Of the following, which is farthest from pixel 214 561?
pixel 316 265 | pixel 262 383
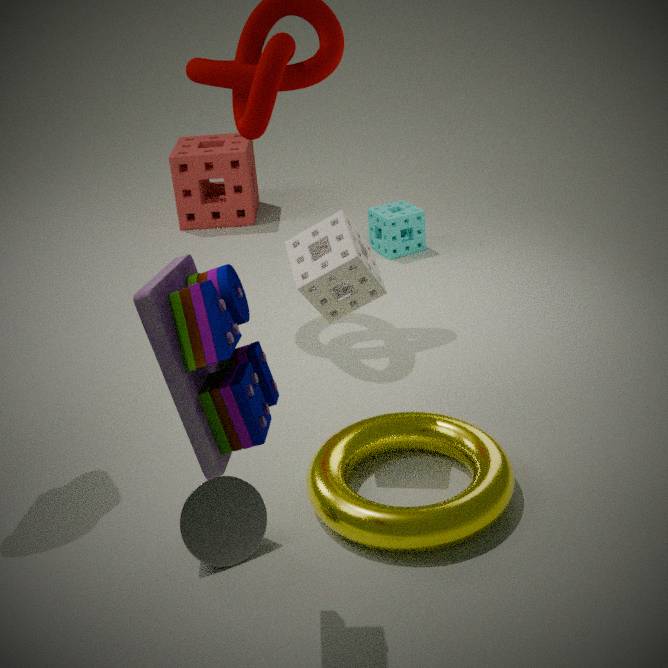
pixel 316 265
